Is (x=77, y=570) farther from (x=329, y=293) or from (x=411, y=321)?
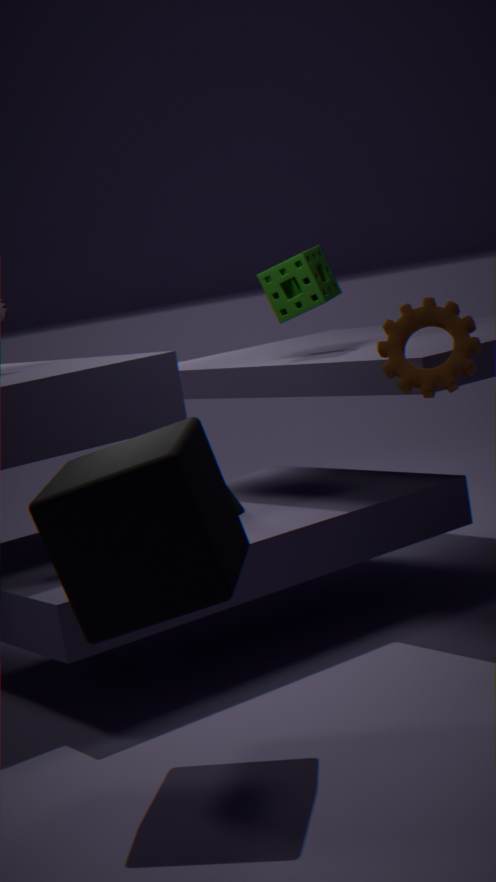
(x=329, y=293)
